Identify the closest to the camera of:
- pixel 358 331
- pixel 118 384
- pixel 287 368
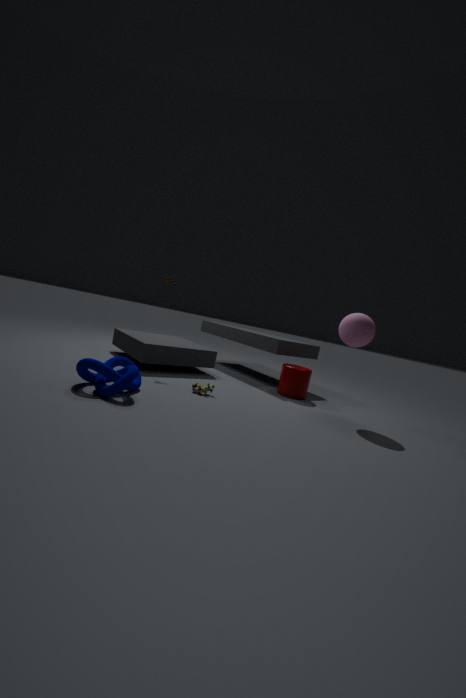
pixel 118 384
